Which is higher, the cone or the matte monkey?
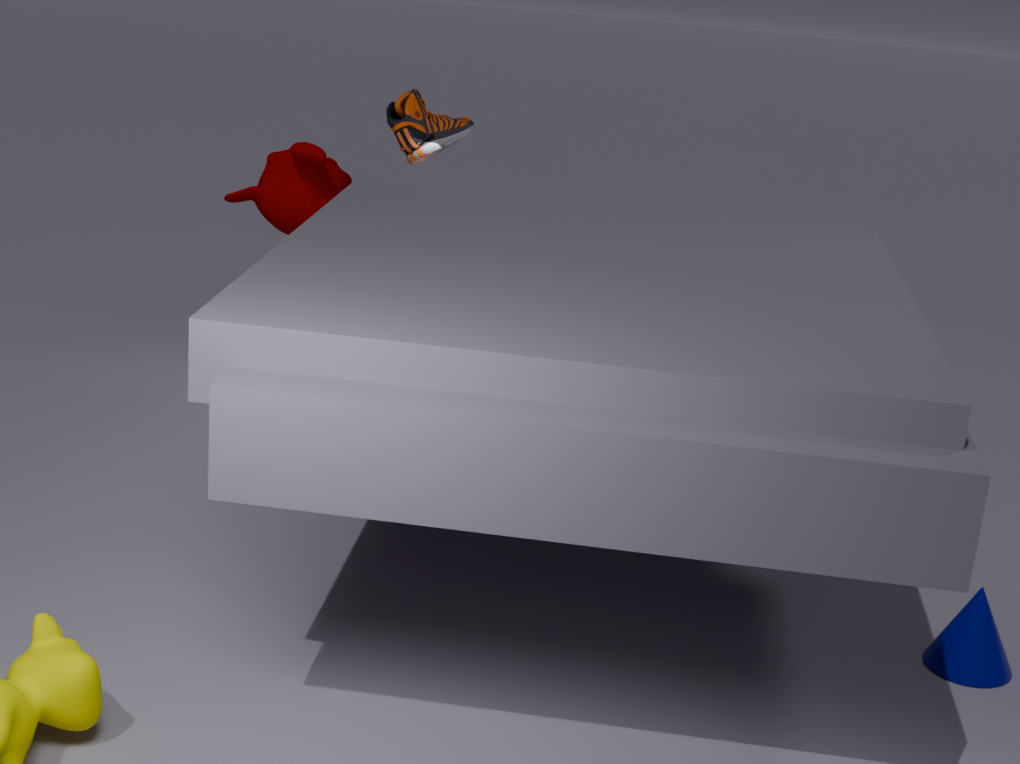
the matte monkey
